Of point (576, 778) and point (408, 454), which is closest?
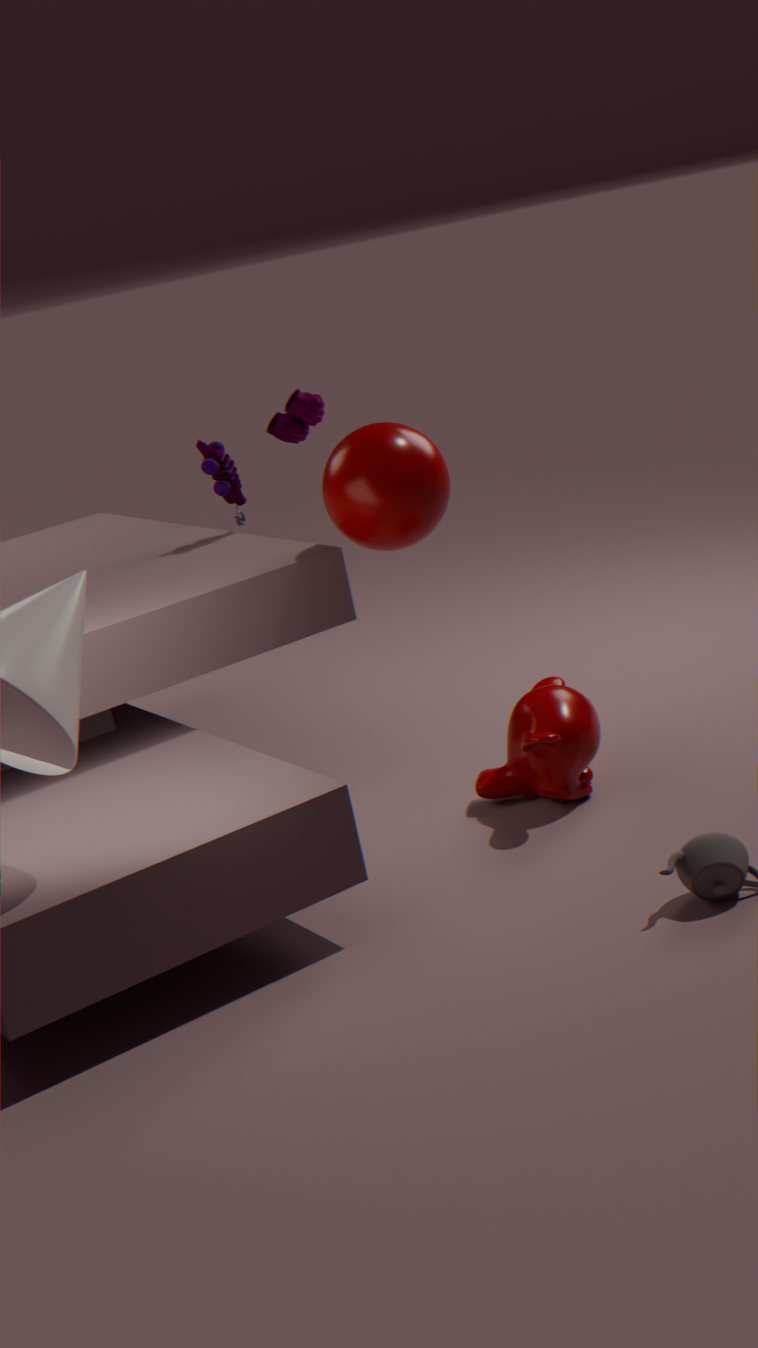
point (576, 778)
